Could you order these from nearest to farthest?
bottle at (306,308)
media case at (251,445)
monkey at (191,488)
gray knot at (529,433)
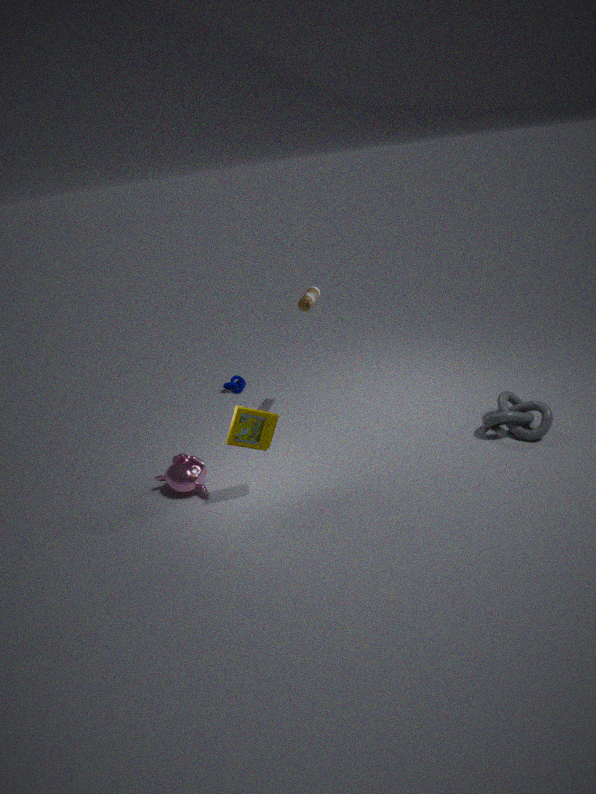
media case at (251,445) → monkey at (191,488) → gray knot at (529,433) → bottle at (306,308)
